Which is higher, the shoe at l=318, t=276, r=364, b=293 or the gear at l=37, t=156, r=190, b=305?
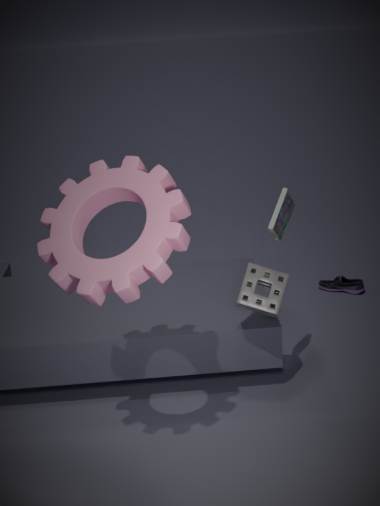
the gear at l=37, t=156, r=190, b=305
